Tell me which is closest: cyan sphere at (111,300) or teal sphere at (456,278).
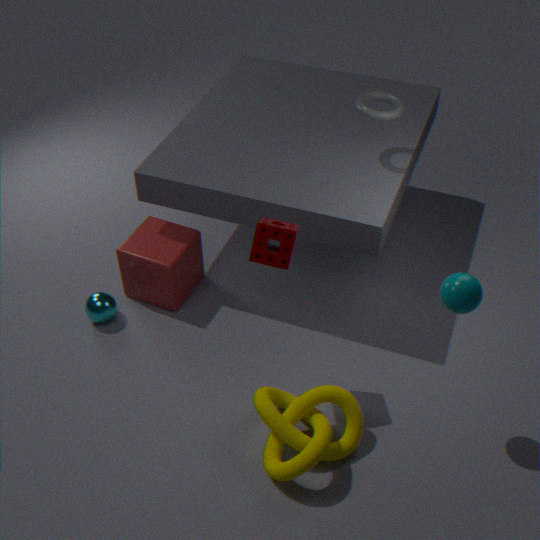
teal sphere at (456,278)
